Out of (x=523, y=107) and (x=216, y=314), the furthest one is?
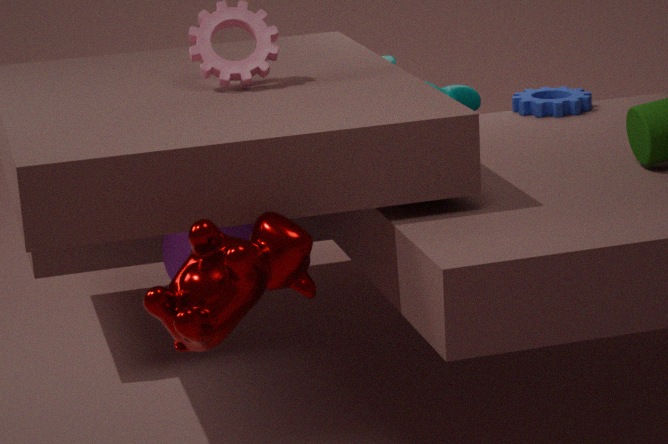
(x=523, y=107)
